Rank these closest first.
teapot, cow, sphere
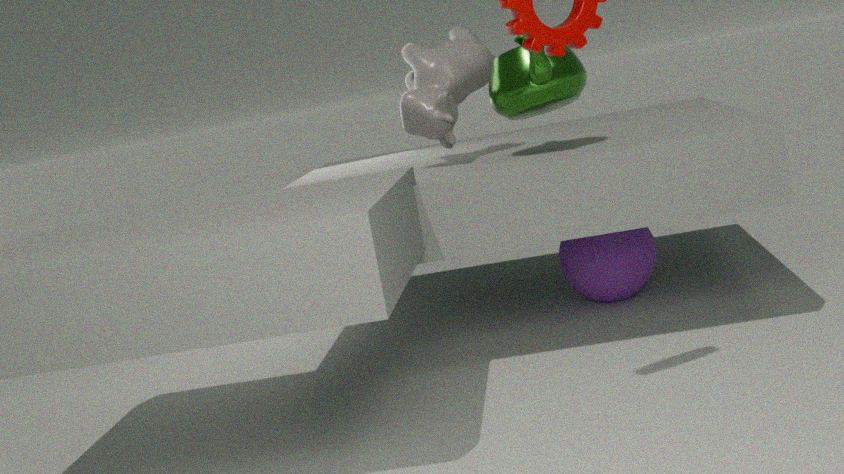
teapot
cow
sphere
